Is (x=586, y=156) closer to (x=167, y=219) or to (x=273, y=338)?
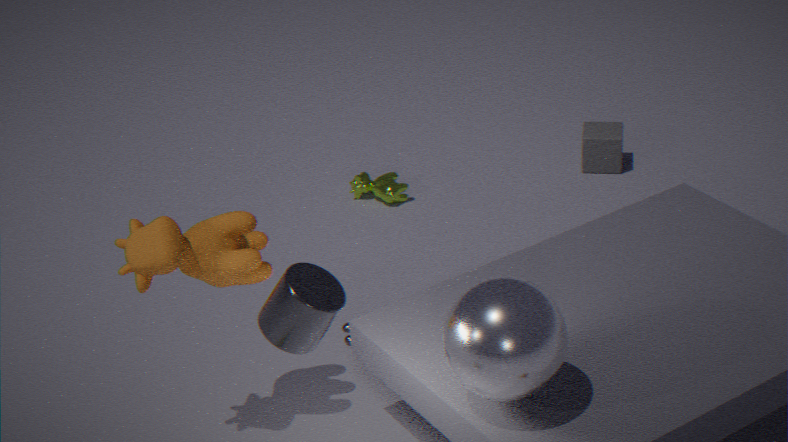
(x=167, y=219)
